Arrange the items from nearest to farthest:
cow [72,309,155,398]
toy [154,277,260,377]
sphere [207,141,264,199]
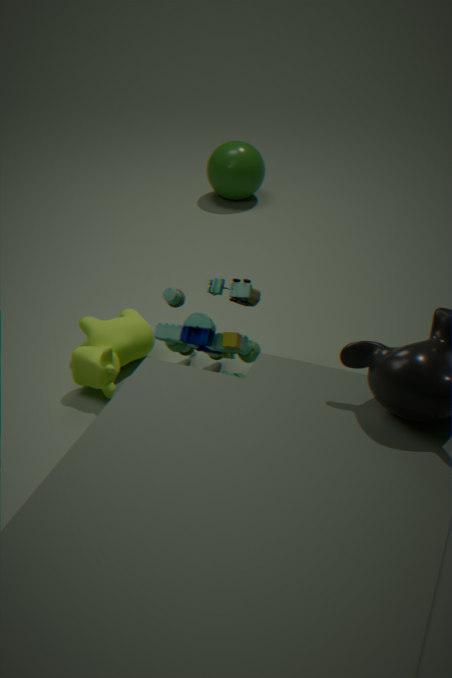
toy [154,277,260,377] → cow [72,309,155,398] → sphere [207,141,264,199]
